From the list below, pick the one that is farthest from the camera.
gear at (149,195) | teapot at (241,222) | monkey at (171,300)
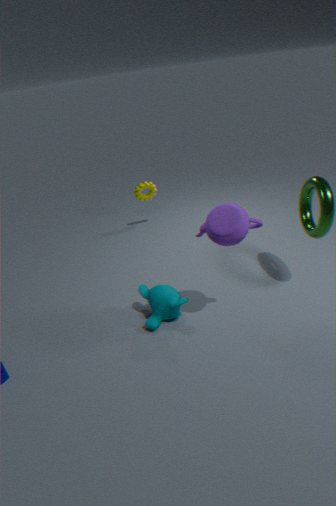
gear at (149,195)
